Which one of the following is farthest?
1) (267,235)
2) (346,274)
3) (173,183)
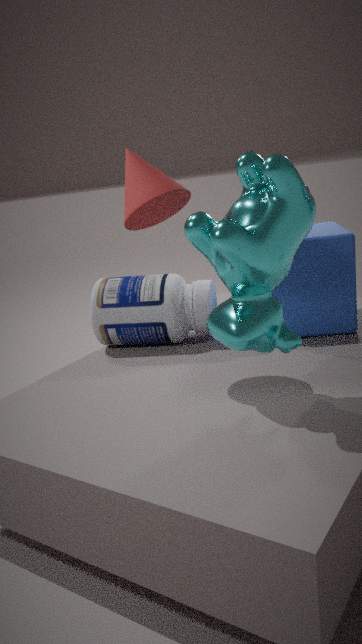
2. (346,274)
